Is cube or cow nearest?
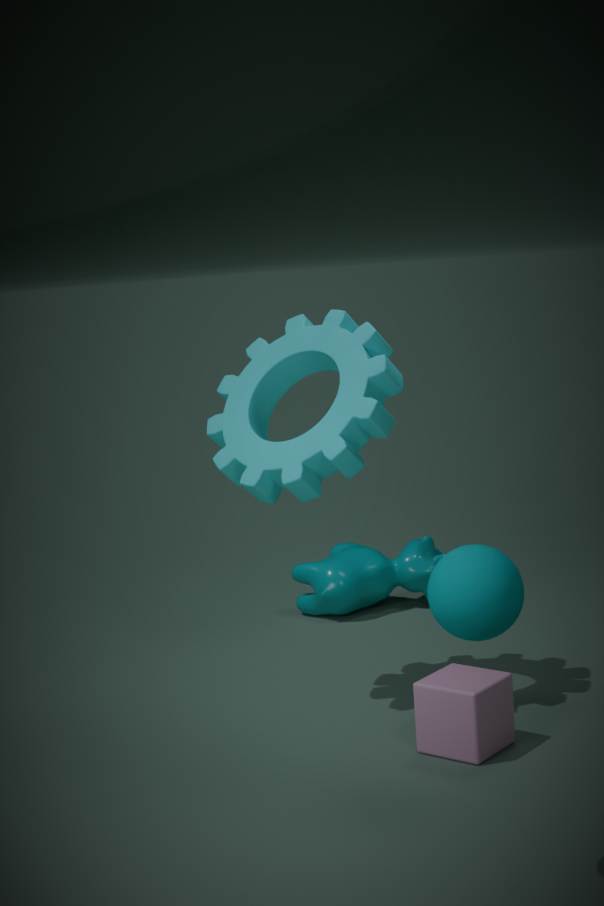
cube
